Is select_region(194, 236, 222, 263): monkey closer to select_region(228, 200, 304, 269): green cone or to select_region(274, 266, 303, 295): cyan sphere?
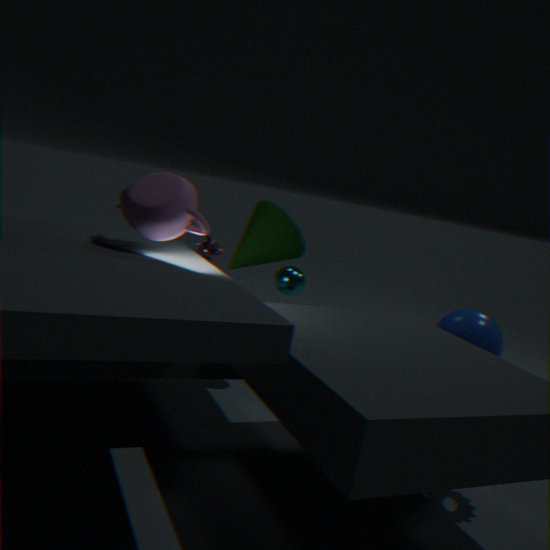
select_region(228, 200, 304, 269): green cone
